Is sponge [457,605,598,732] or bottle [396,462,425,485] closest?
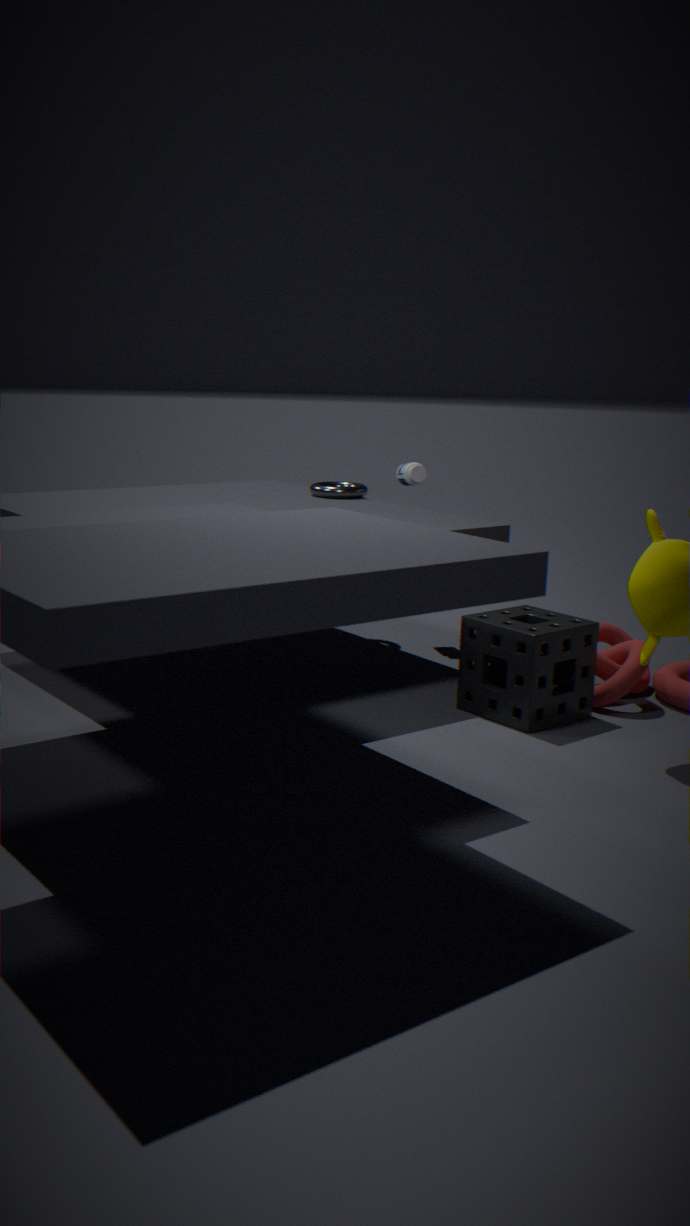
sponge [457,605,598,732]
